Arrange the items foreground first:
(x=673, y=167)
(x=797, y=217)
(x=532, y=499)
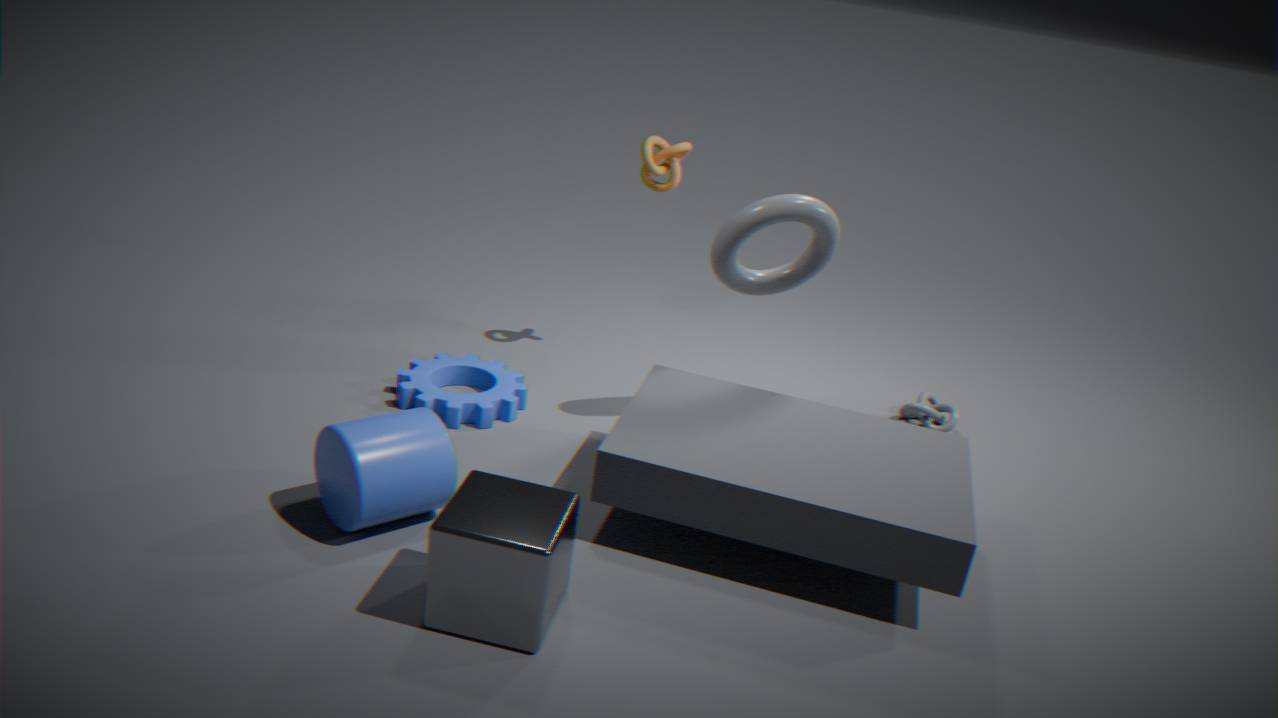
(x=532, y=499) < (x=797, y=217) < (x=673, y=167)
